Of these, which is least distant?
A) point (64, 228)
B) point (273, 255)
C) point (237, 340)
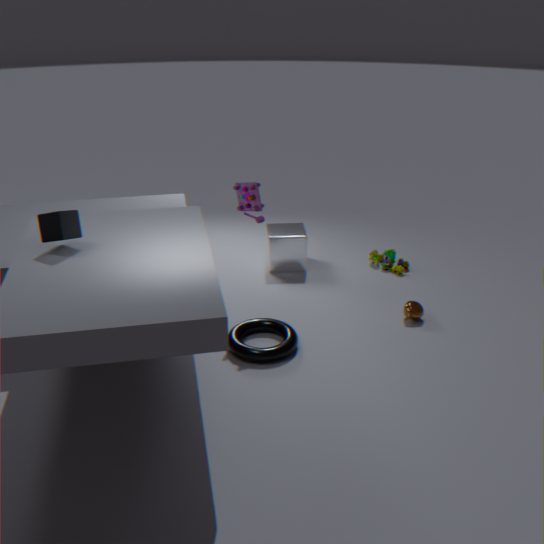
point (64, 228)
